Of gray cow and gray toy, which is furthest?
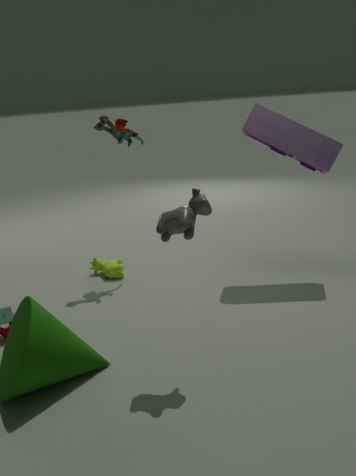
gray toy
